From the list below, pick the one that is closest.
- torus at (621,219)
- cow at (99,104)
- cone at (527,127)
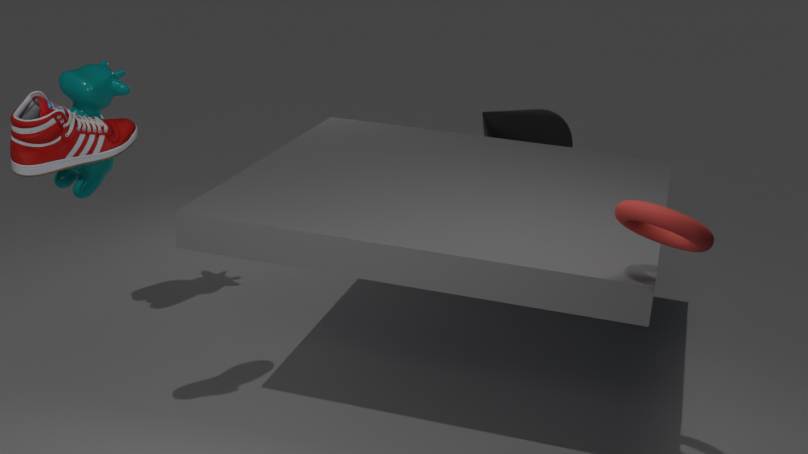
torus at (621,219)
